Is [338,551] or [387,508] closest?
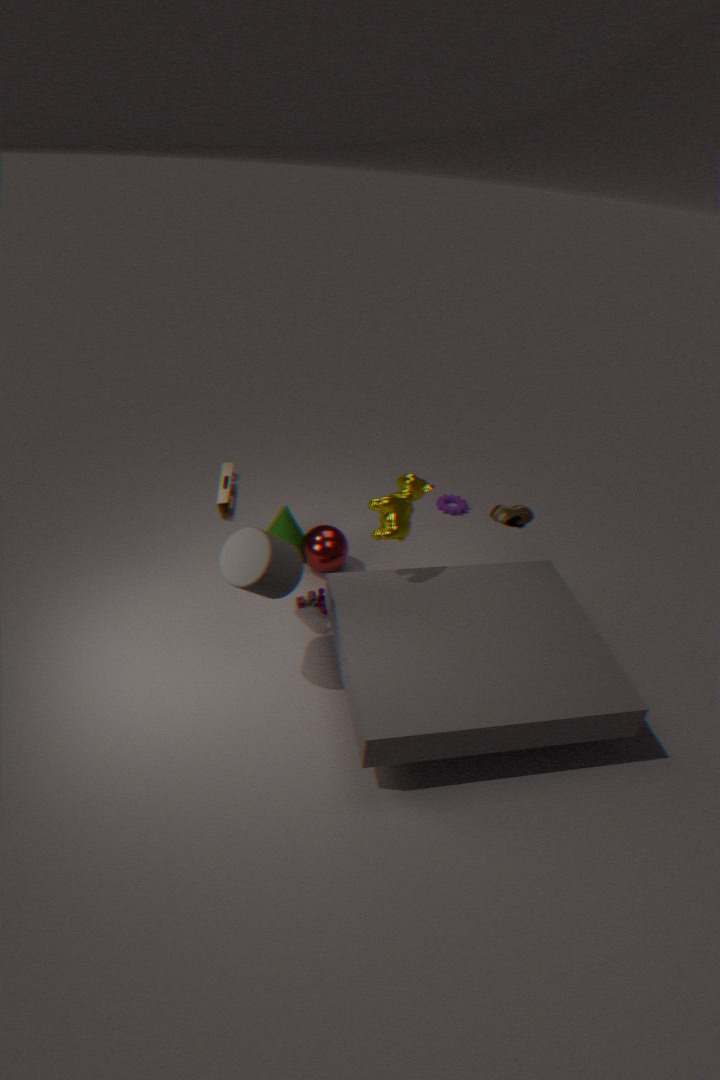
[387,508]
